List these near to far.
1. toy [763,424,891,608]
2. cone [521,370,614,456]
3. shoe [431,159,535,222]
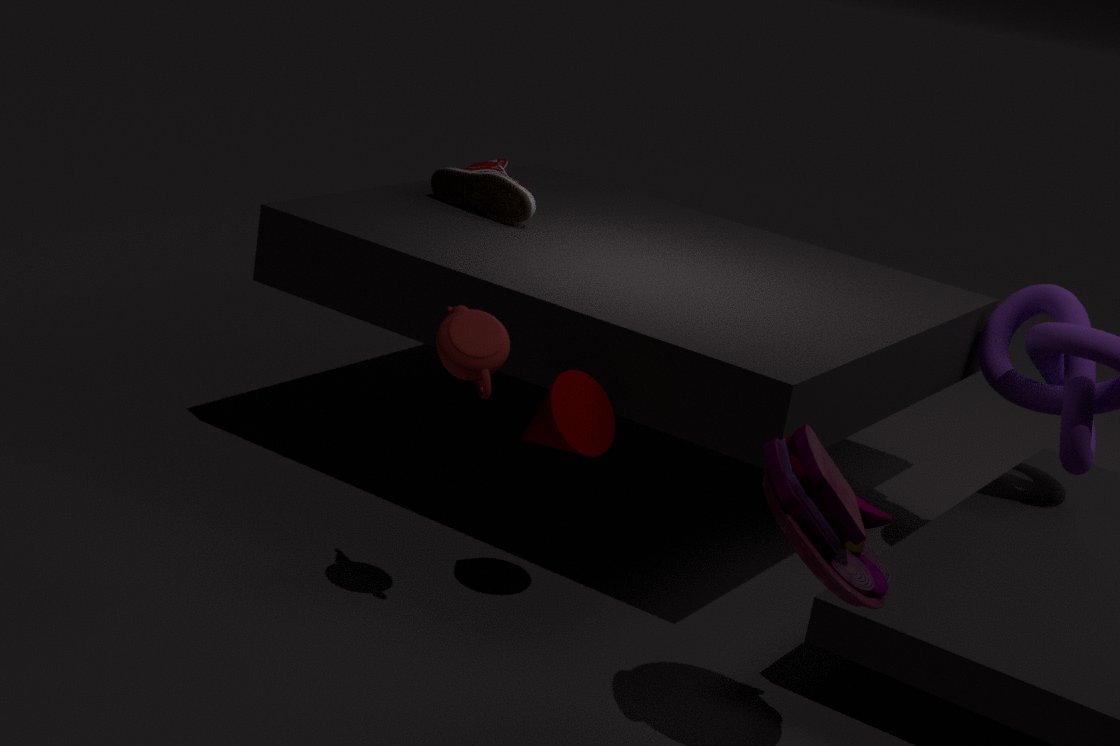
toy [763,424,891,608] → cone [521,370,614,456] → shoe [431,159,535,222]
